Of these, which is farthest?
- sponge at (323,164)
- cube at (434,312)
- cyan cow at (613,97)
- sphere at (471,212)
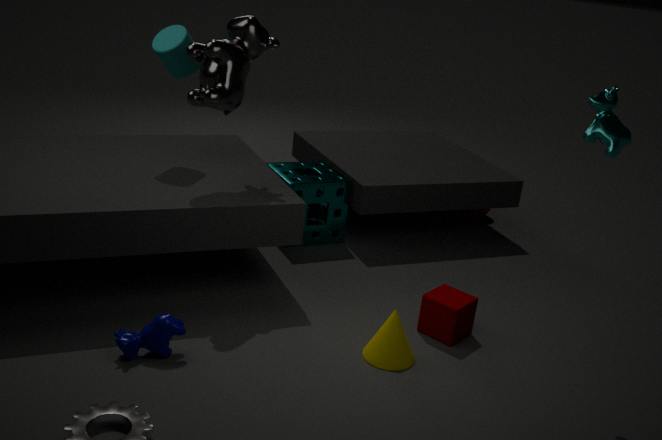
sphere at (471,212)
